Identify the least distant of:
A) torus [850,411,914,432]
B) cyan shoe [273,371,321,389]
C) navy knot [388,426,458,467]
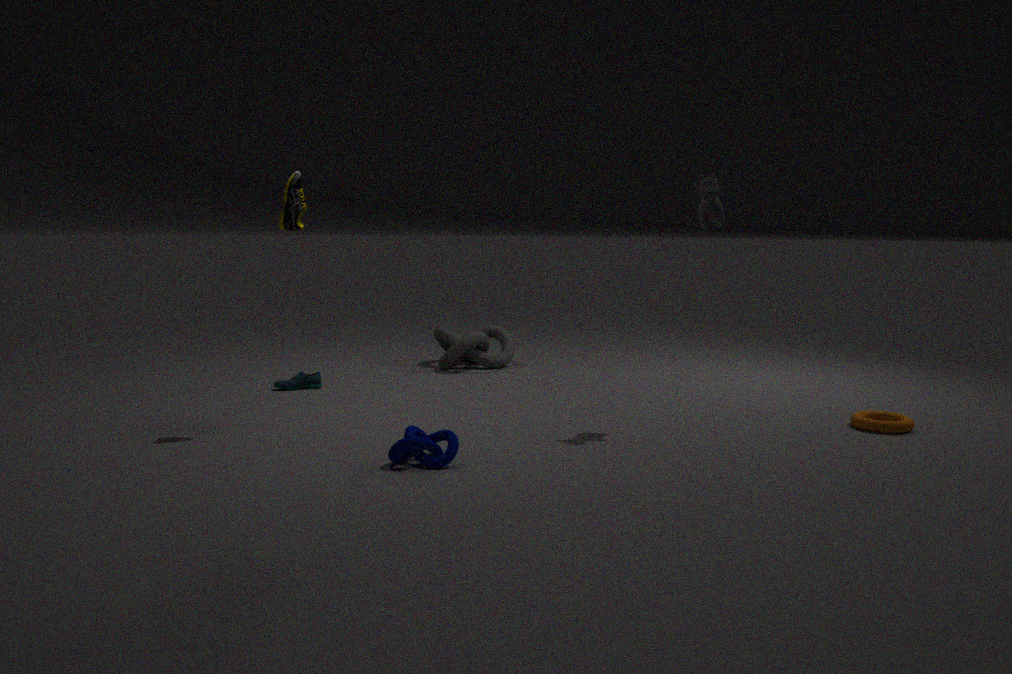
navy knot [388,426,458,467]
